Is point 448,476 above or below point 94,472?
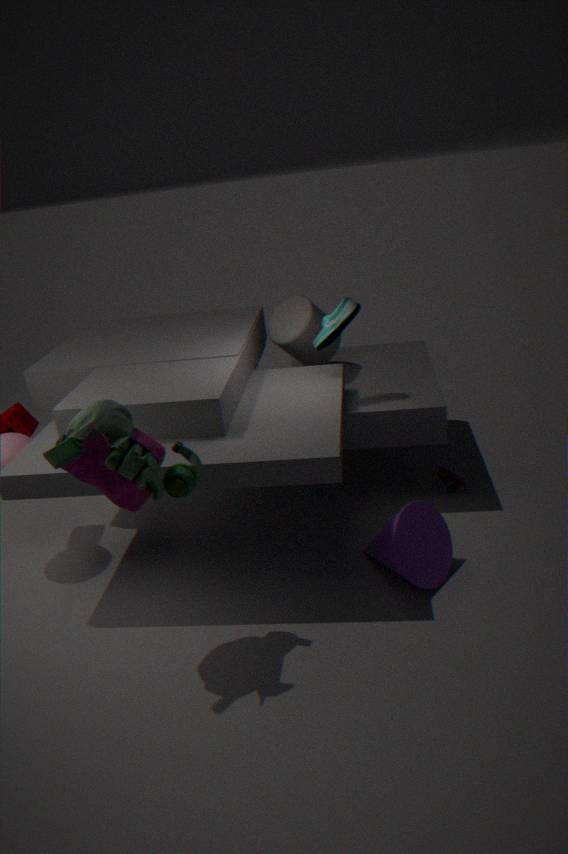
below
